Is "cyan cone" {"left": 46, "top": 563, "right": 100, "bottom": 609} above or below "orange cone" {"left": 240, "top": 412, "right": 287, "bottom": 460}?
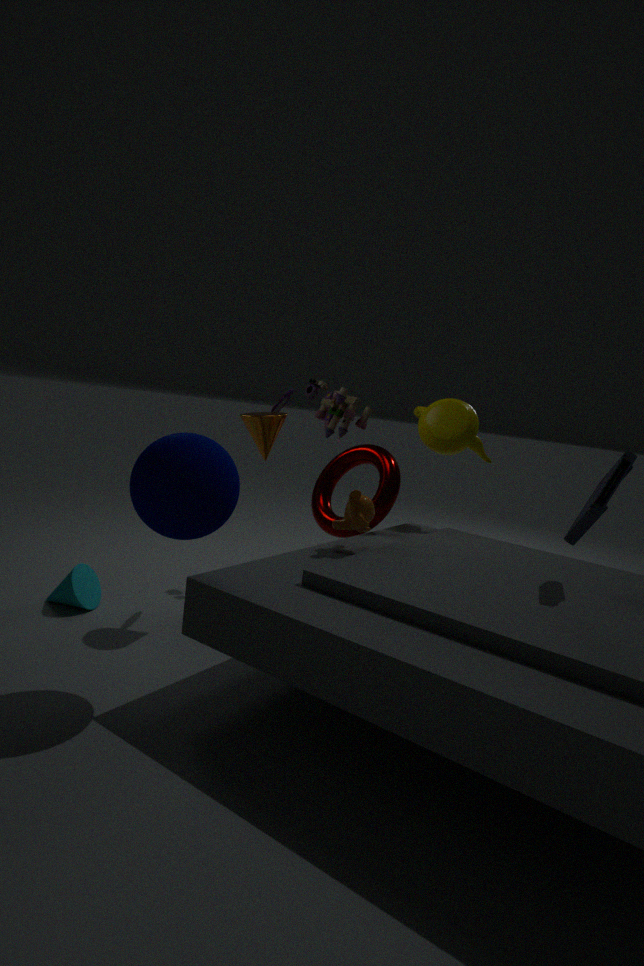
below
